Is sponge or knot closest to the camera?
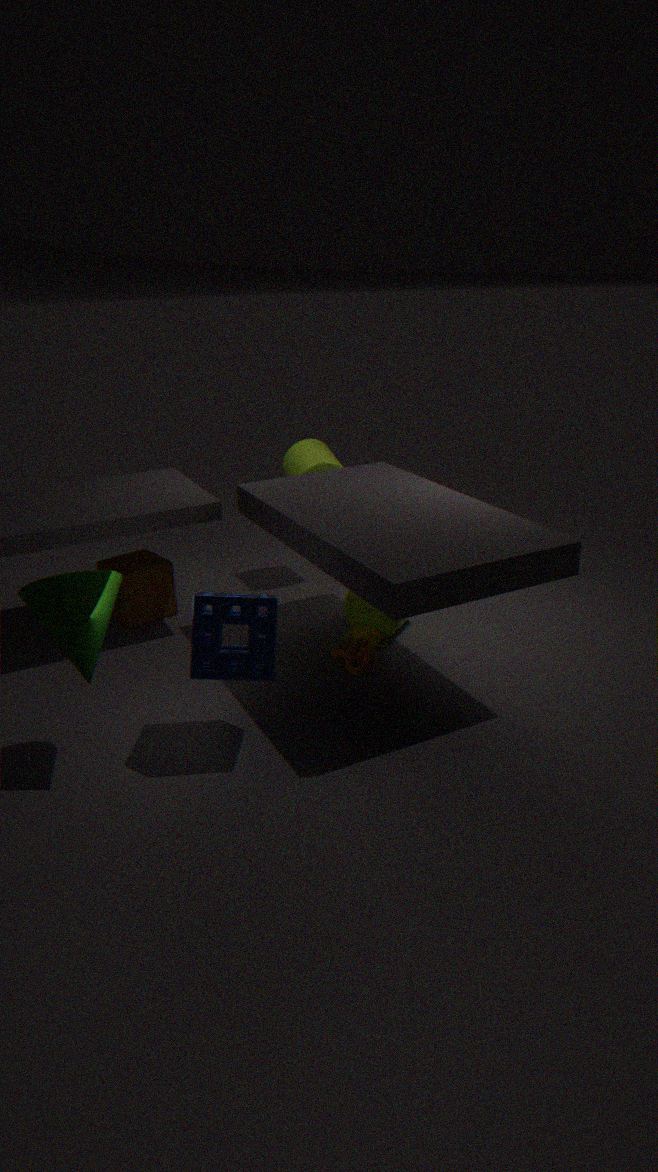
sponge
